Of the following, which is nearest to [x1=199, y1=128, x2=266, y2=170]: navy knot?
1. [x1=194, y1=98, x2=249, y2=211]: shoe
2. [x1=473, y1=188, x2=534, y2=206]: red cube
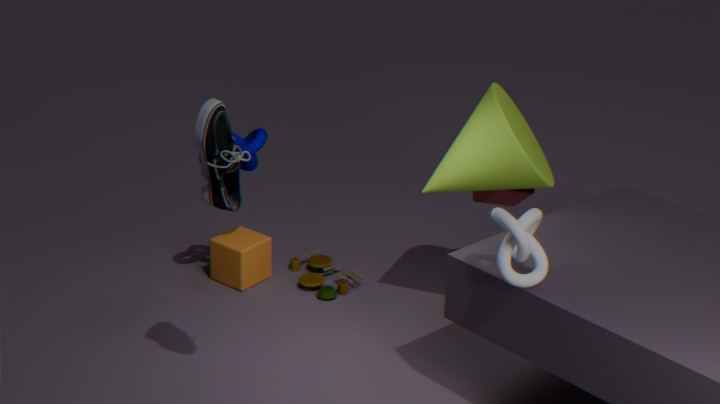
[x1=194, y1=98, x2=249, y2=211]: shoe
